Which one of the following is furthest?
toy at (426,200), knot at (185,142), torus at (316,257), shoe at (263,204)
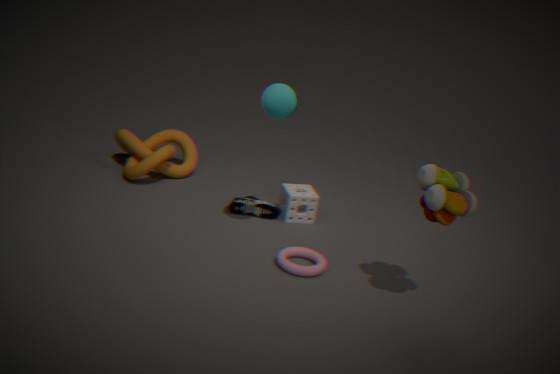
knot at (185,142)
